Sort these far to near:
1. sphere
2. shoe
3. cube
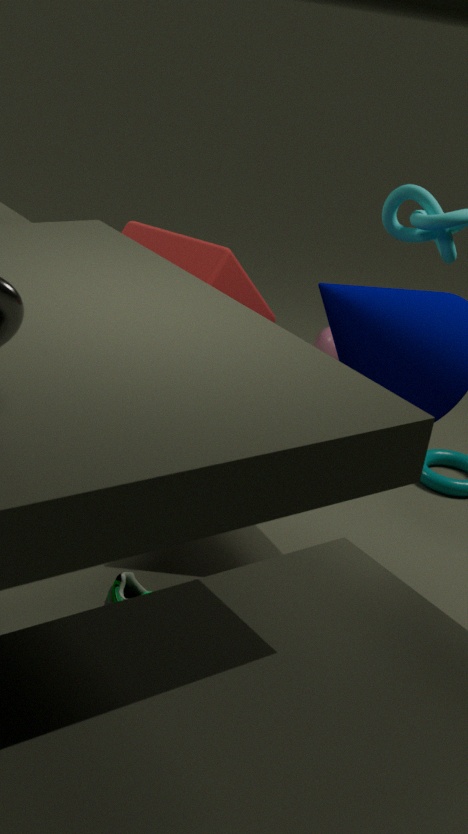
sphere < cube < shoe
